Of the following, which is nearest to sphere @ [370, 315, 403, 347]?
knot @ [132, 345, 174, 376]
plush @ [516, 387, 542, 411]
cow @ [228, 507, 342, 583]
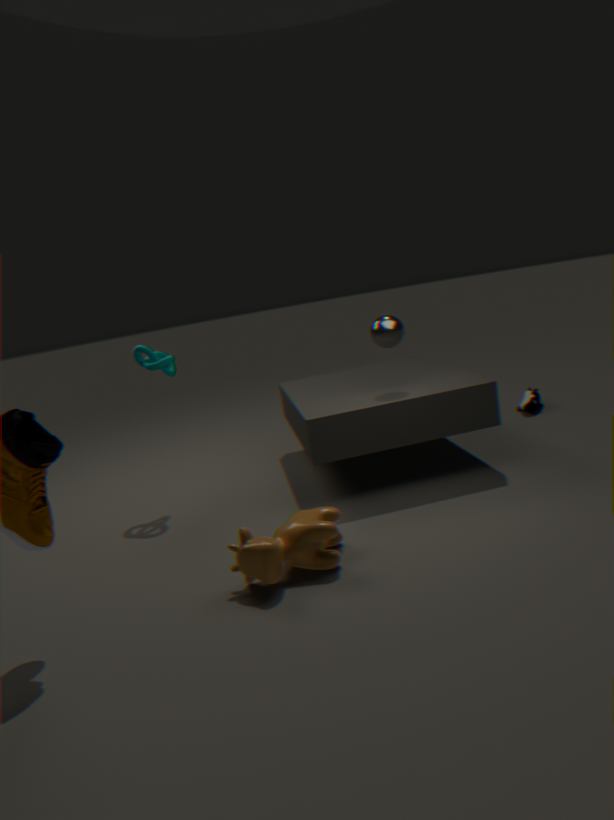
cow @ [228, 507, 342, 583]
